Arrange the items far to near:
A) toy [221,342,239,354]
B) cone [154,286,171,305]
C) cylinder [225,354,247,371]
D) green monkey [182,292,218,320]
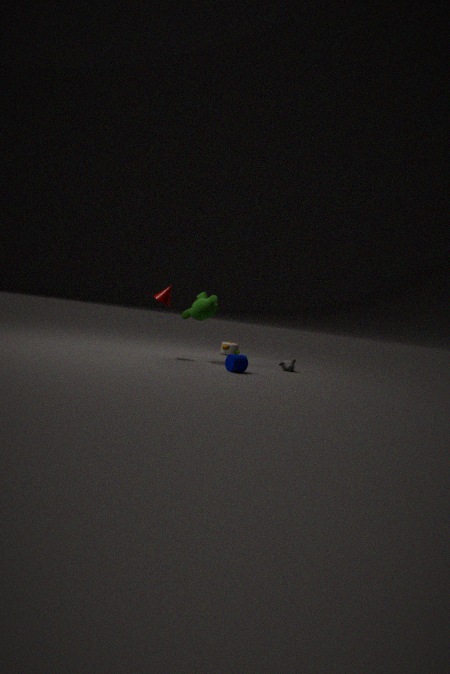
Result: toy [221,342,239,354]
green monkey [182,292,218,320]
cone [154,286,171,305]
cylinder [225,354,247,371]
